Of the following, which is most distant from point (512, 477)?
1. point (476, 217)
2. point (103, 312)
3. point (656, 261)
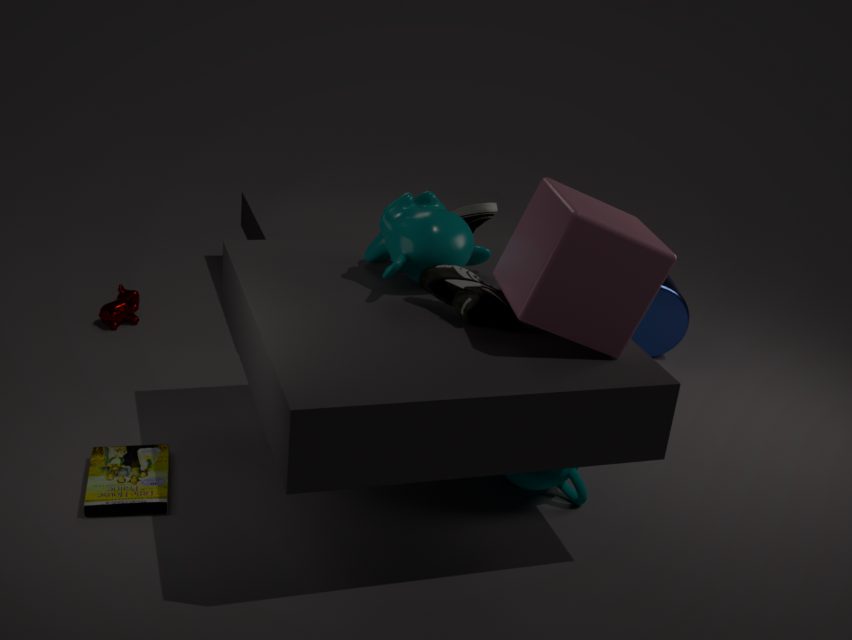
point (103, 312)
